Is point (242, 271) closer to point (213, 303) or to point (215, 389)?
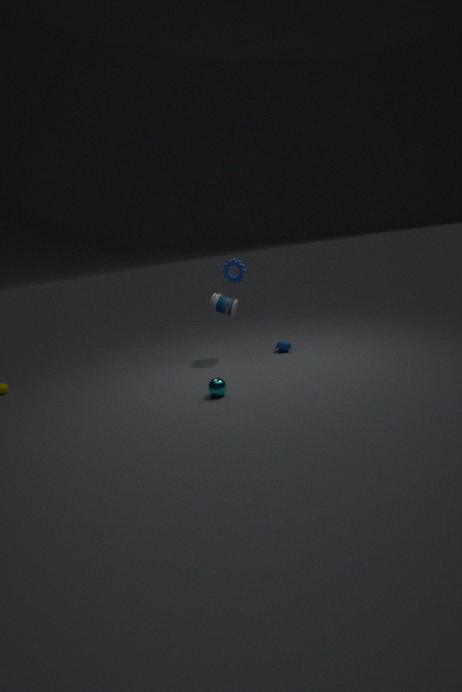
point (213, 303)
